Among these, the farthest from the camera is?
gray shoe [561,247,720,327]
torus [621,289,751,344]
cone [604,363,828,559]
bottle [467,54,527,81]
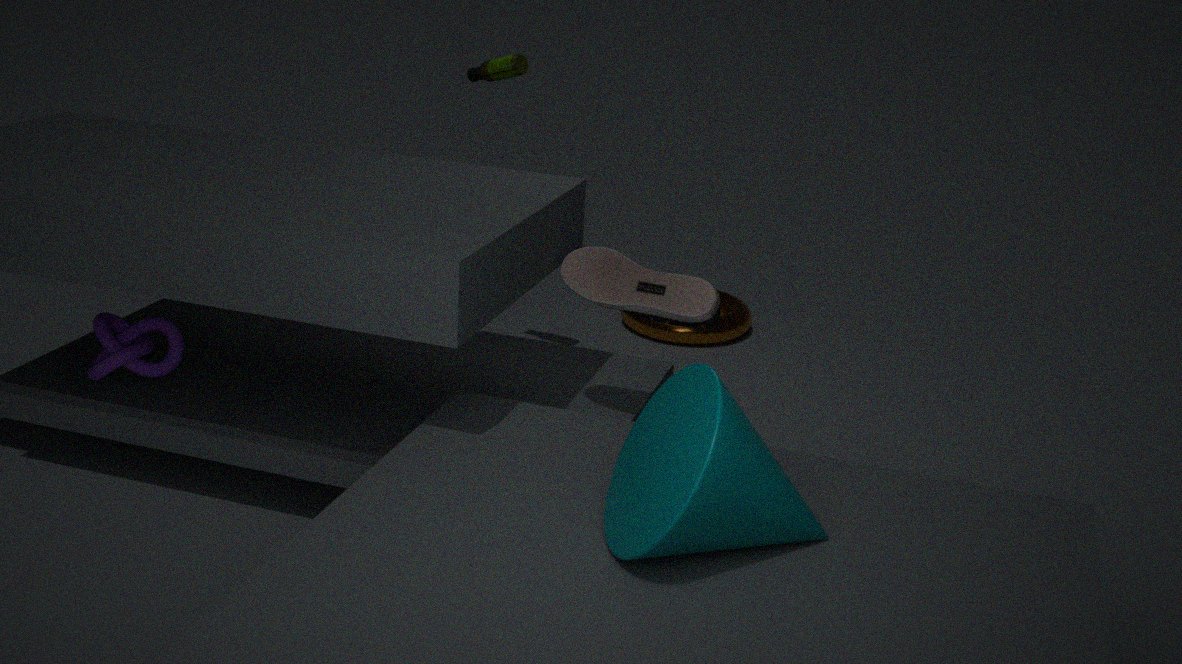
torus [621,289,751,344]
